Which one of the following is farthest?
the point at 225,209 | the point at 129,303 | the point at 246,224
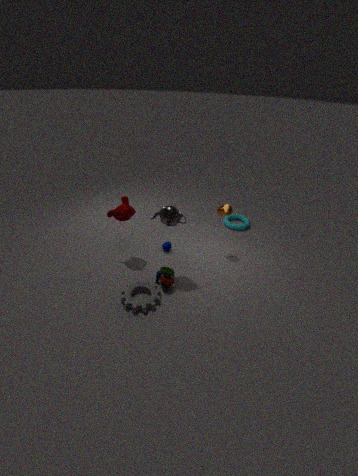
the point at 246,224
